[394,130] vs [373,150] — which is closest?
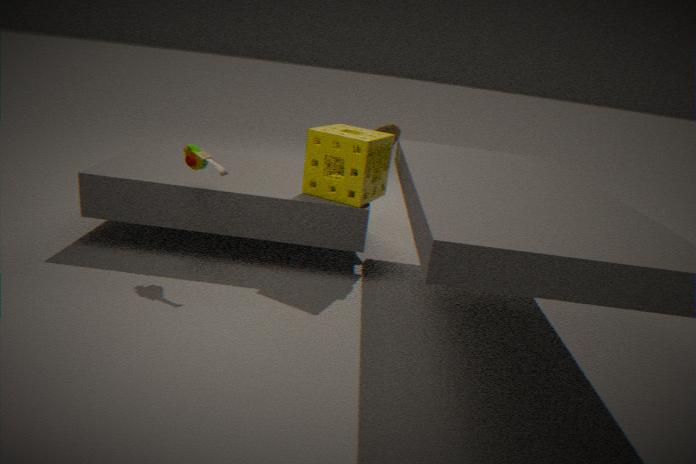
[373,150]
